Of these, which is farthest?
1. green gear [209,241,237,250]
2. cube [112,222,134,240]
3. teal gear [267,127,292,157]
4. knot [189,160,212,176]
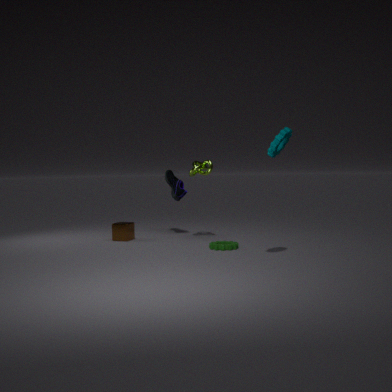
cube [112,222,134,240]
